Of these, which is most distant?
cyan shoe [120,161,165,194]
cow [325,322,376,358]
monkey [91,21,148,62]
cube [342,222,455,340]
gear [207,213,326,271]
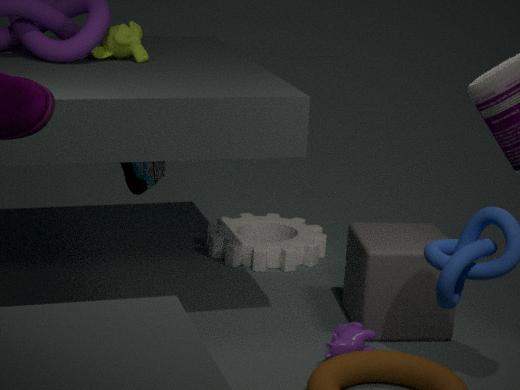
gear [207,213,326,271]
